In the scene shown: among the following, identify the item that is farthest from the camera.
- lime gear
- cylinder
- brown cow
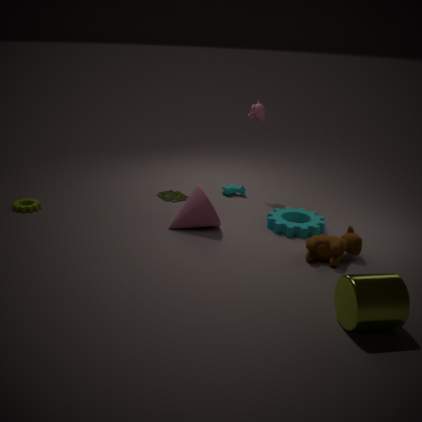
lime gear
